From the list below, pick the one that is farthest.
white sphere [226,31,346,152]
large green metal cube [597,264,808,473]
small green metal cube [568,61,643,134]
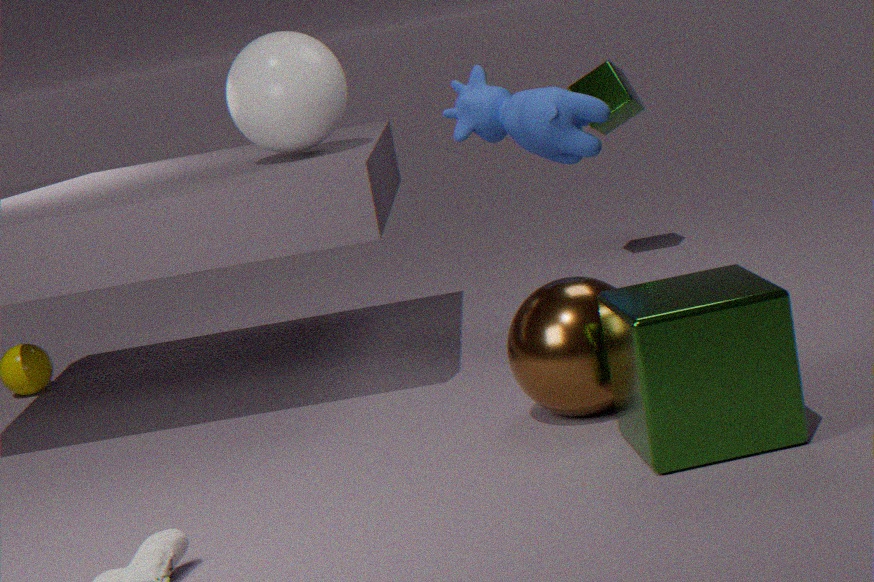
small green metal cube [568,61,643,134]
